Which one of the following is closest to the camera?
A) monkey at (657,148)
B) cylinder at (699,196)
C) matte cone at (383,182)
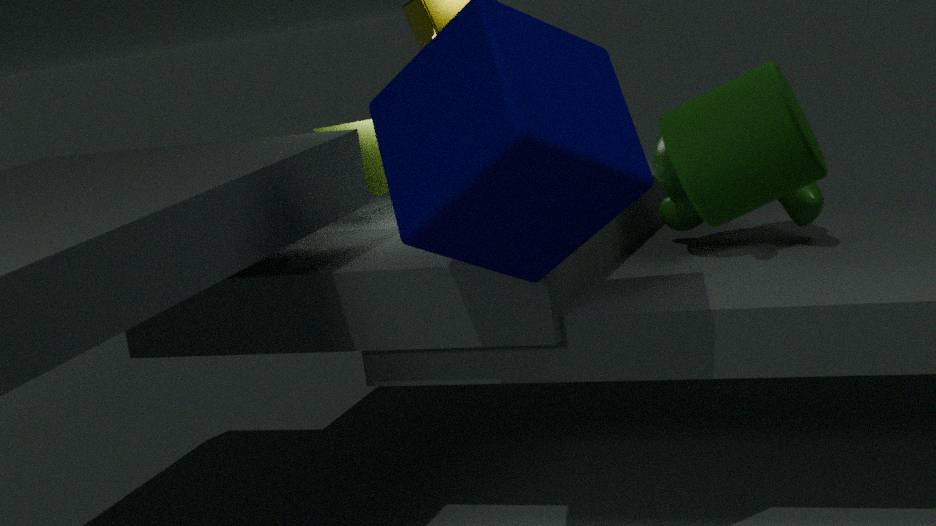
cylinder at (699,196)
